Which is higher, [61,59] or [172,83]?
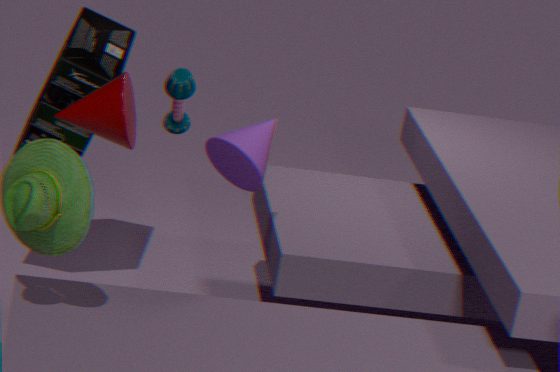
[172,83]
